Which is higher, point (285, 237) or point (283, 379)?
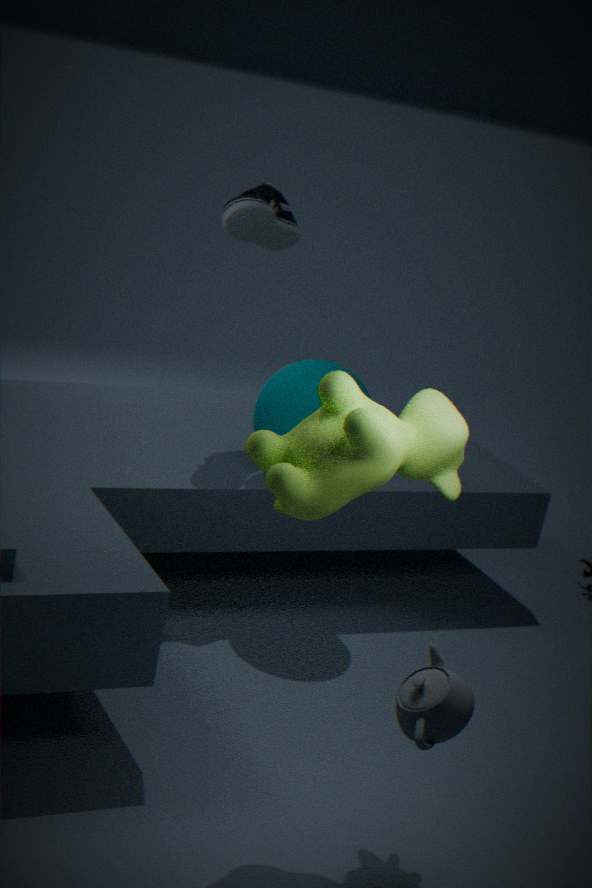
point (285, 237)
